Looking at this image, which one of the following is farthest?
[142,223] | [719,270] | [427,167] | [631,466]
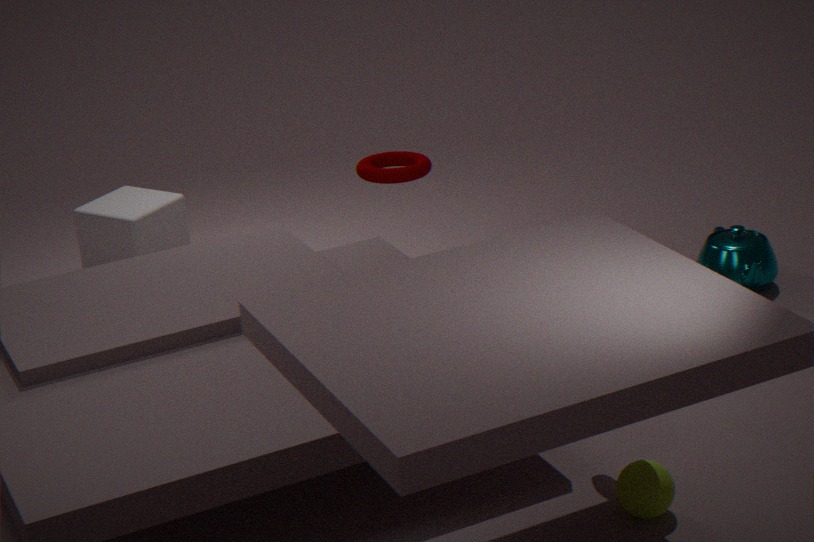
[142,223]
